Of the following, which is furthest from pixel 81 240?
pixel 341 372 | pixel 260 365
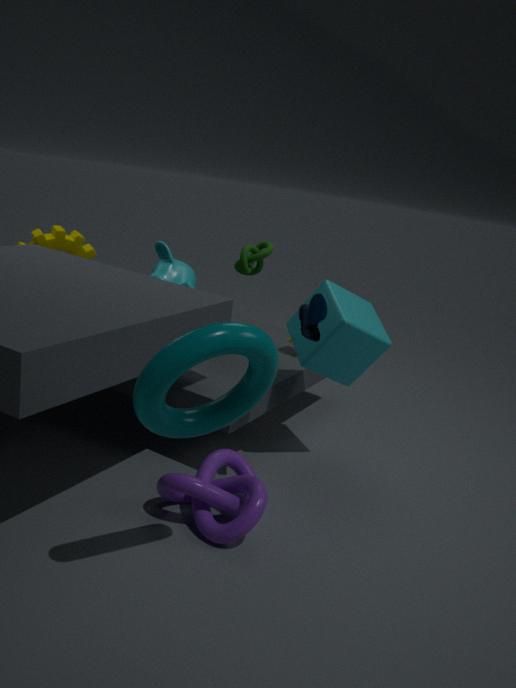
pixel 260 365
